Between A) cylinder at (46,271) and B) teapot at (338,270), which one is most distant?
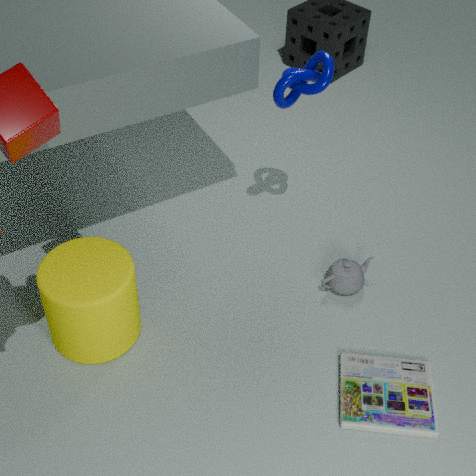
B. teapot at (338,270)
